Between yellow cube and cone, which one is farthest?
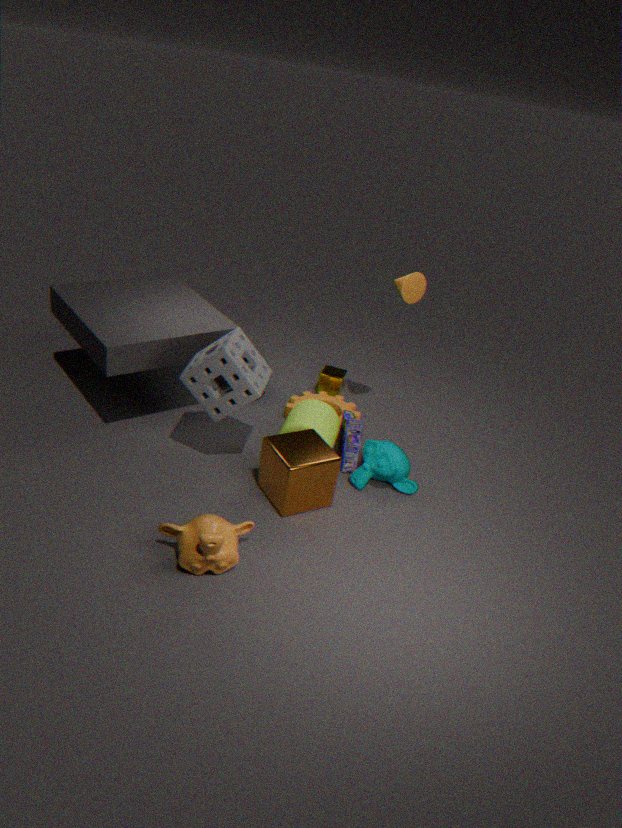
yellow cube
